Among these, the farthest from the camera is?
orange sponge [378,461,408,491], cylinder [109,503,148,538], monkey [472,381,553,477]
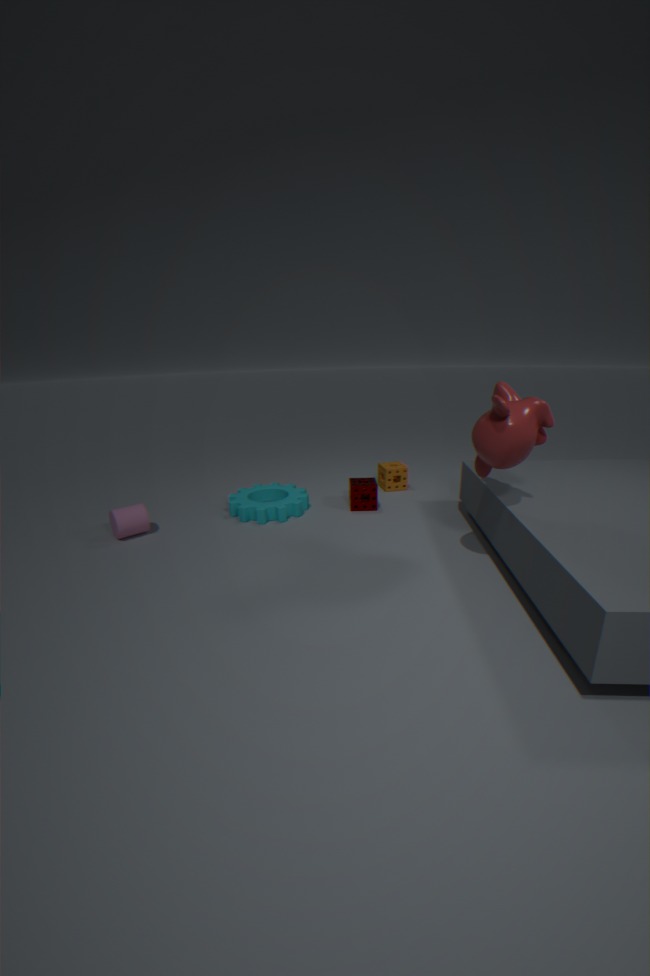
orange sponge [378,461,408,491]
